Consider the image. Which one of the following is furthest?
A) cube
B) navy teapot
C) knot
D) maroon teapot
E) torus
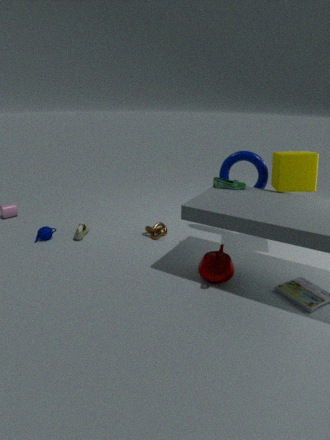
knot
